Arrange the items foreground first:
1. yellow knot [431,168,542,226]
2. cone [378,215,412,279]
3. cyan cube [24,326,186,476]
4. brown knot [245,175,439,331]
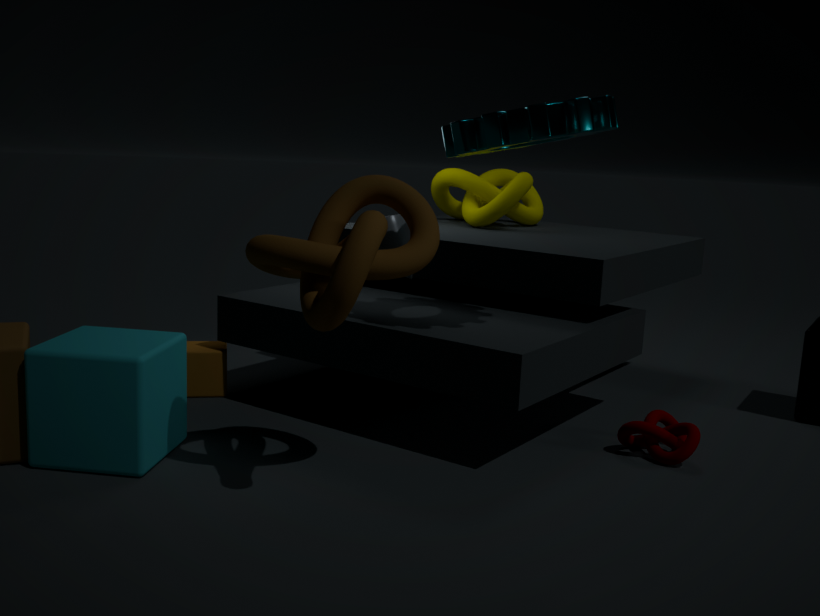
brown knot [245,175,439,331] < cyan cube [24,326,186,476] < cone [378,215,412,279] < yellow knot [431,168,542,226]
